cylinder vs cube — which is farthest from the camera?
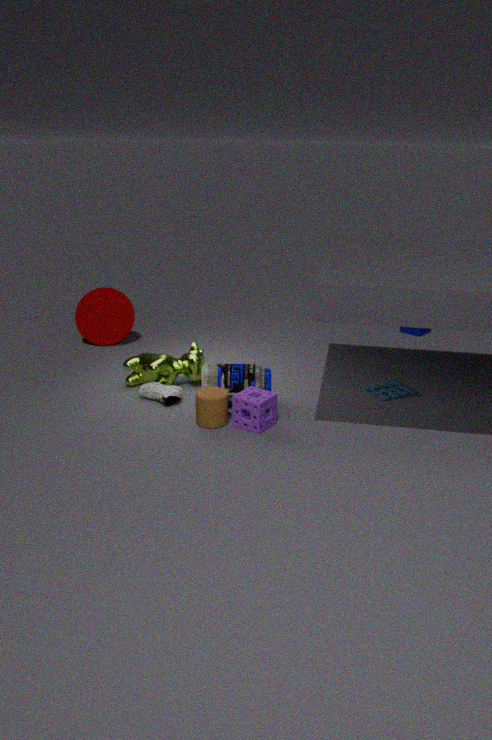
cube
